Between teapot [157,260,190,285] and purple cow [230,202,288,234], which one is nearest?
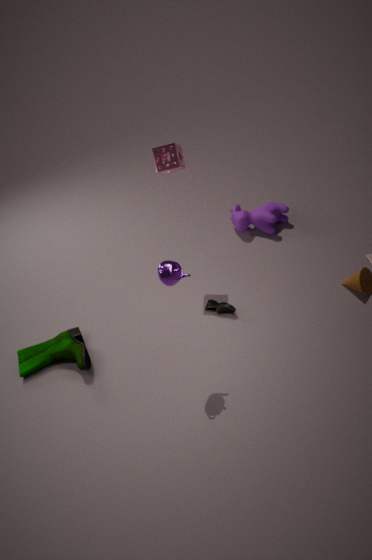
teapot [157,260,190,285]
